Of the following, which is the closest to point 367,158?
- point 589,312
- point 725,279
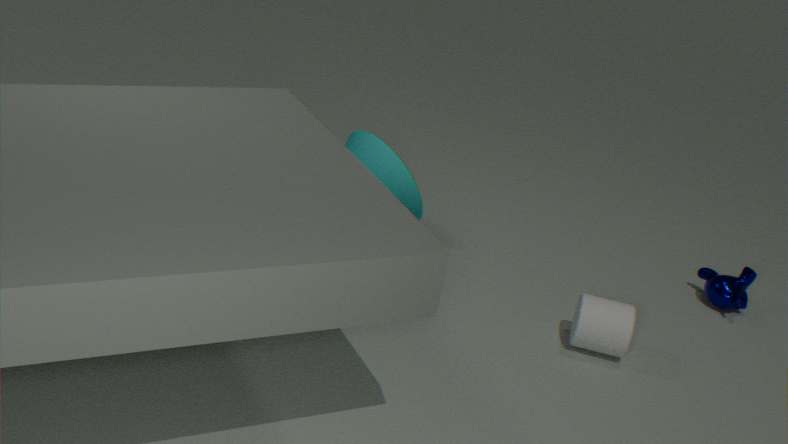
point 589,312
